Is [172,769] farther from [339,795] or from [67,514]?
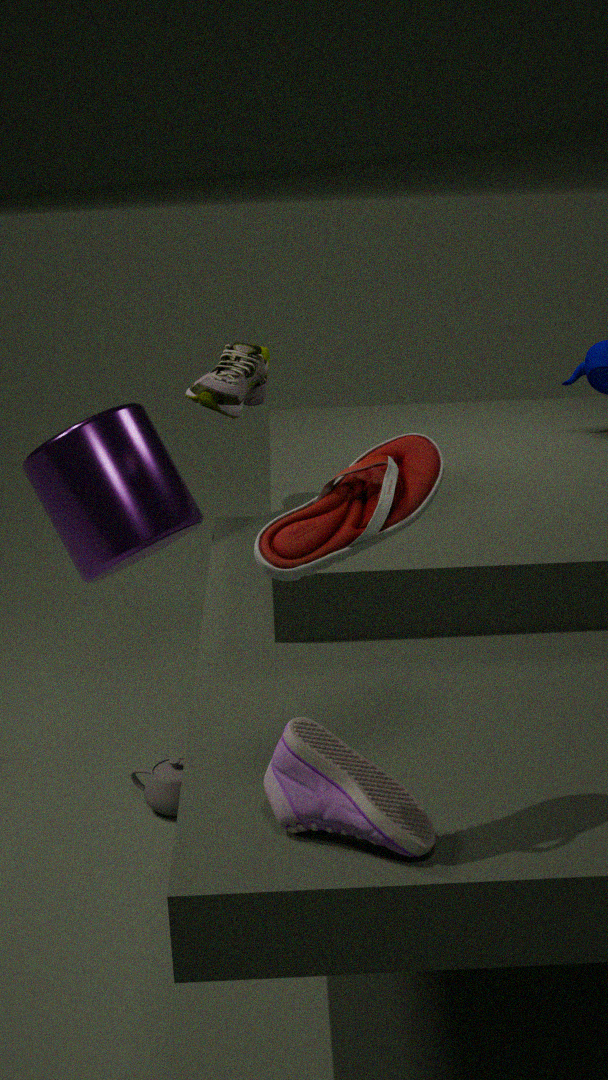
[339,795]
